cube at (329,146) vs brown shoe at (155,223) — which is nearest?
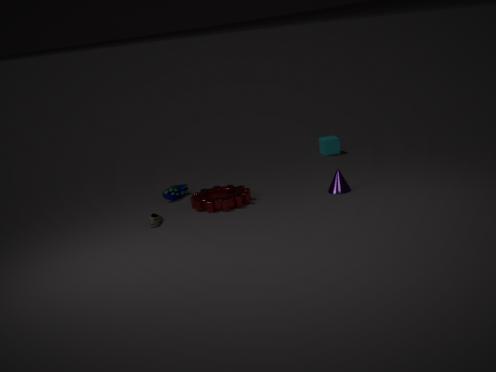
brown shoe at (155,223)
